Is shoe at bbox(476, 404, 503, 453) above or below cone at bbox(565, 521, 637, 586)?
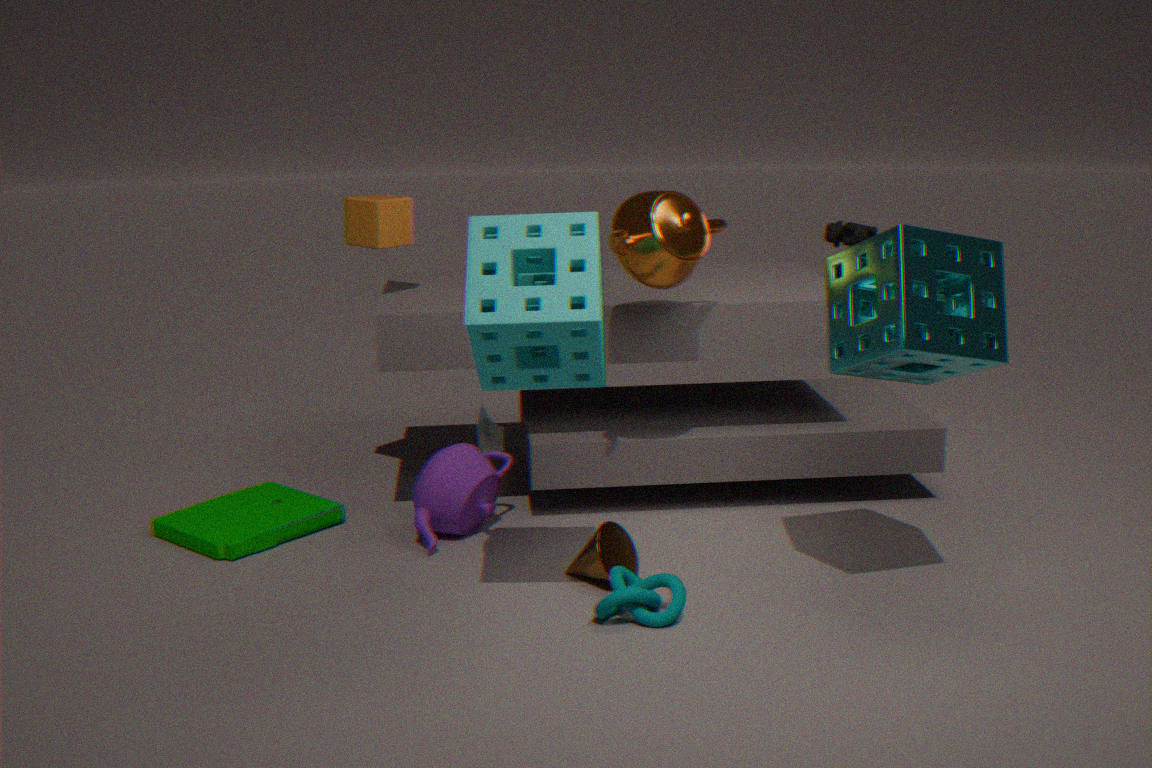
above
